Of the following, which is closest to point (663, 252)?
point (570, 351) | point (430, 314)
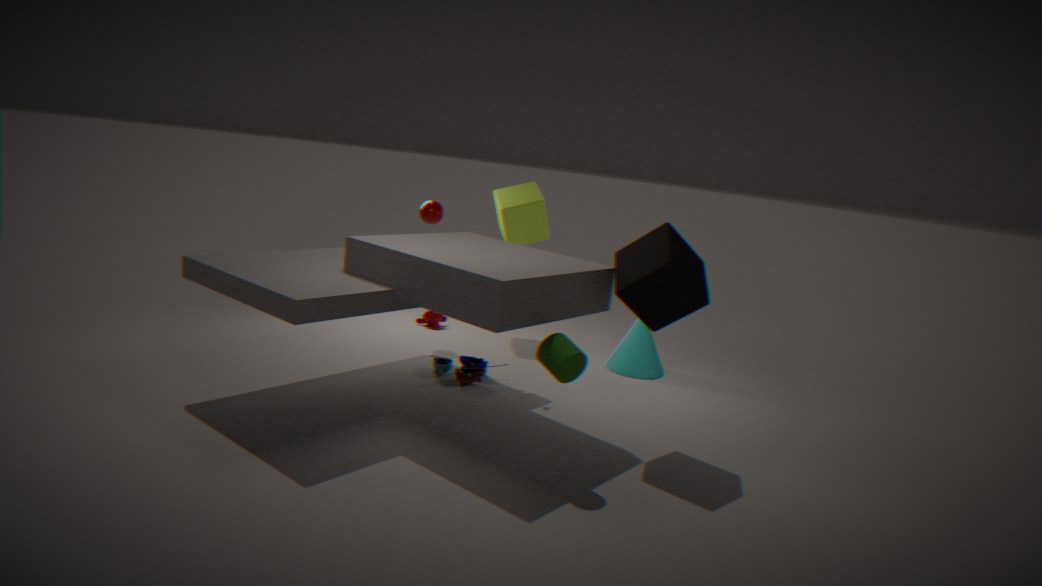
point (570, 351)
